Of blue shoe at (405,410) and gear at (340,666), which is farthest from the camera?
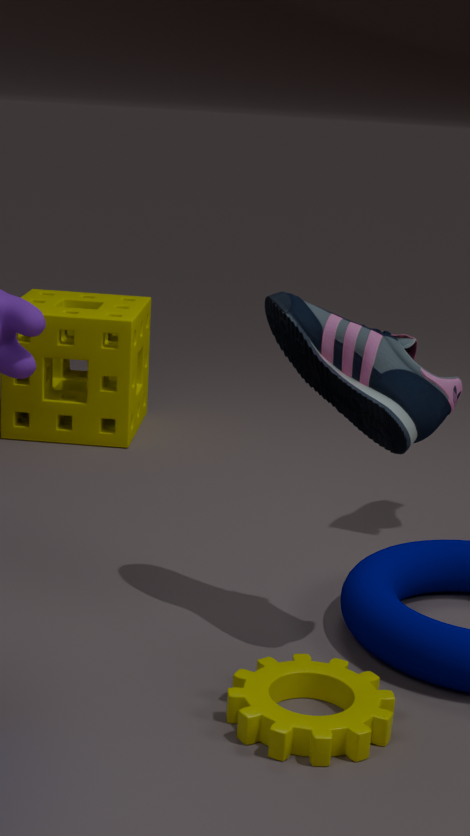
blue shoe at (405,410)
